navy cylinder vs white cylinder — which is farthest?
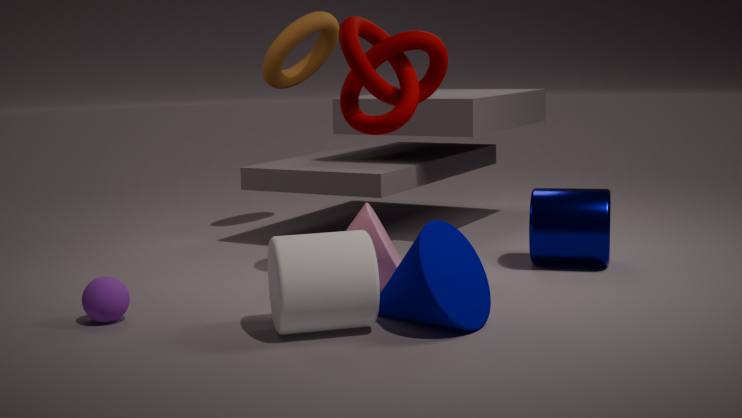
navy cylinder
